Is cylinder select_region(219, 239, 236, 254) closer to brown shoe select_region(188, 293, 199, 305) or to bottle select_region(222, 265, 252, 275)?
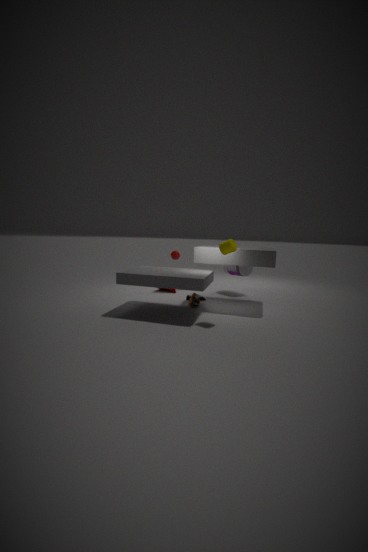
brown shoe select_region(188, 293, 199, 305)
